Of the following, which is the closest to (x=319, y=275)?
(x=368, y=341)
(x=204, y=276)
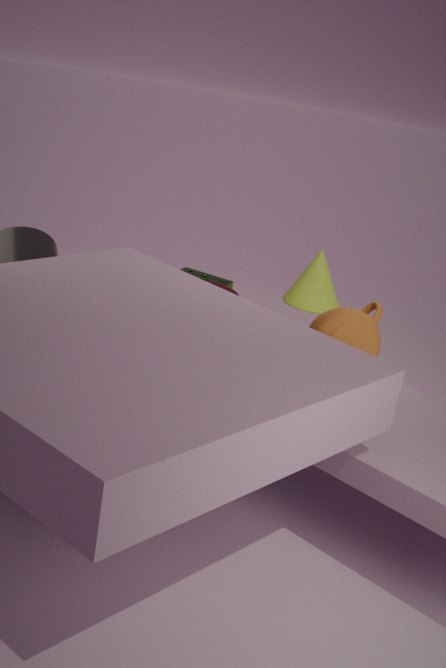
(x=204, y=276)
